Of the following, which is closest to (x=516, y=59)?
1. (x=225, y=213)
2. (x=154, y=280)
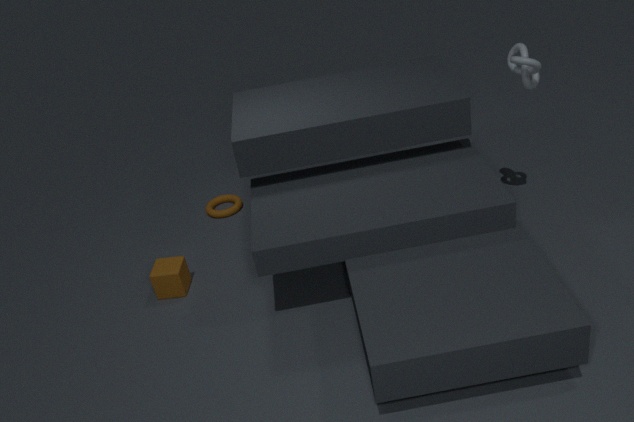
(x=225, y=213)
